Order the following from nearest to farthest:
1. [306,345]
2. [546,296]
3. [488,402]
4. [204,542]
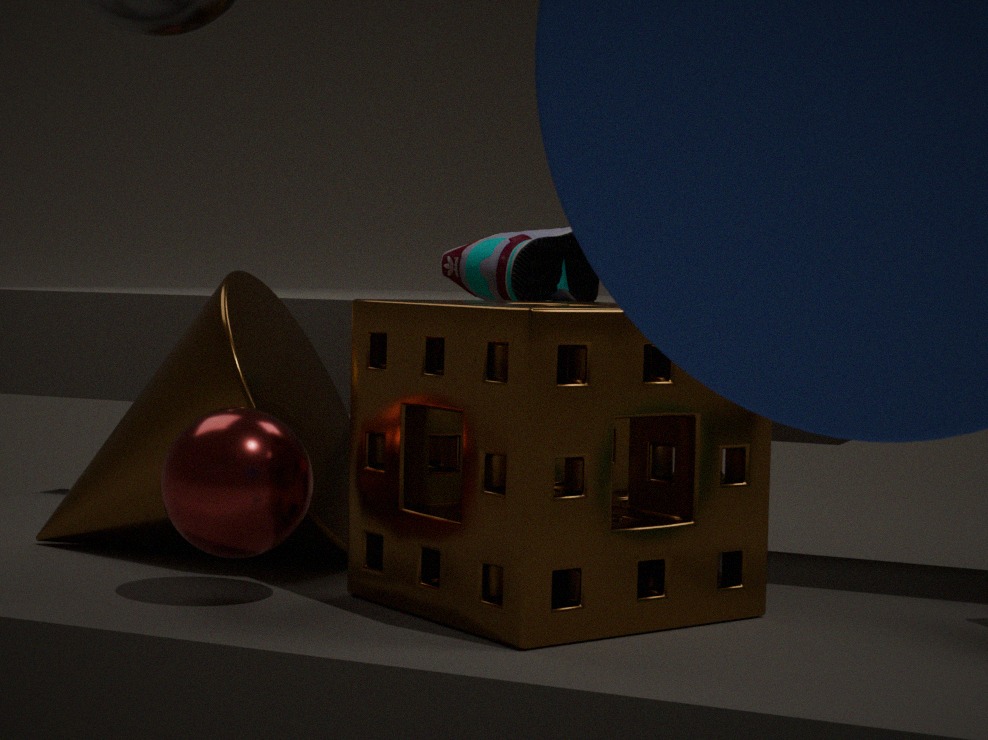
[488,402] → [204,542] → [306,345] → [546,296]
